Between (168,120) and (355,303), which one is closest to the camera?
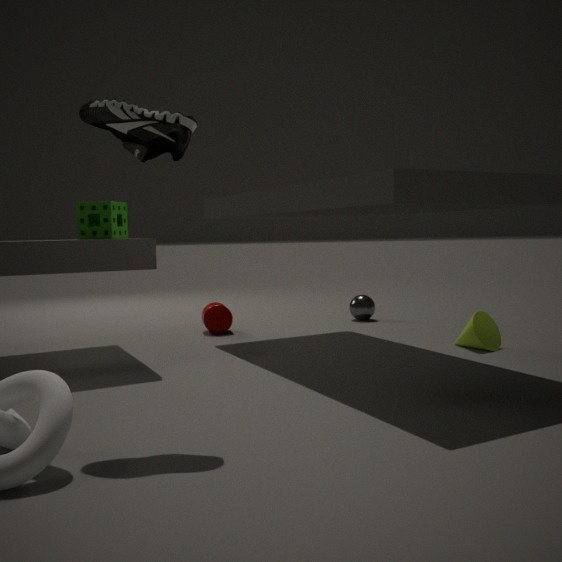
(168,120)
